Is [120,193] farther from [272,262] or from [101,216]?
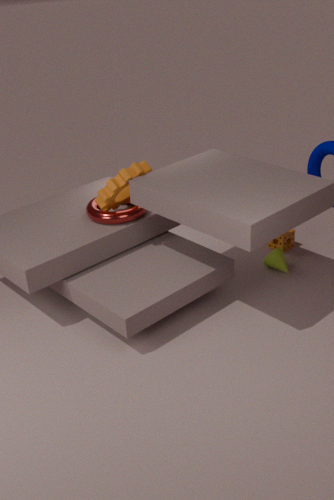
[272,262]
